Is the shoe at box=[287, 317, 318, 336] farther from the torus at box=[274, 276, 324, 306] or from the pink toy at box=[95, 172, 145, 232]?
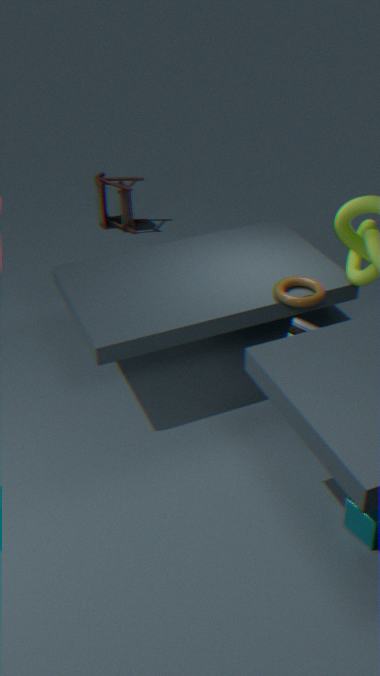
the pink toy at box=[95, 172, 145, 232]
